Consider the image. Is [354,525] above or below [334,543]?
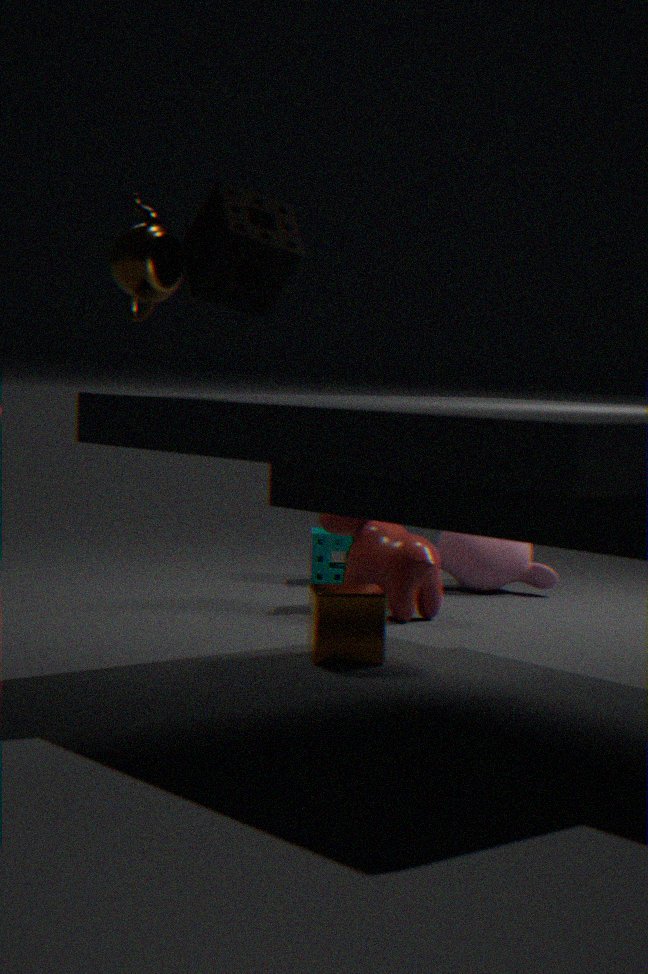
above
